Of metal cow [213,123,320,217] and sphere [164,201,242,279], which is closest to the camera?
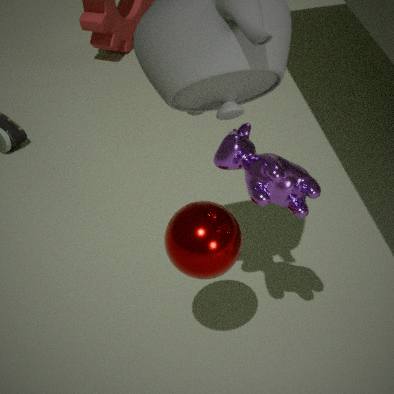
metal cow [213,123,320,217]
